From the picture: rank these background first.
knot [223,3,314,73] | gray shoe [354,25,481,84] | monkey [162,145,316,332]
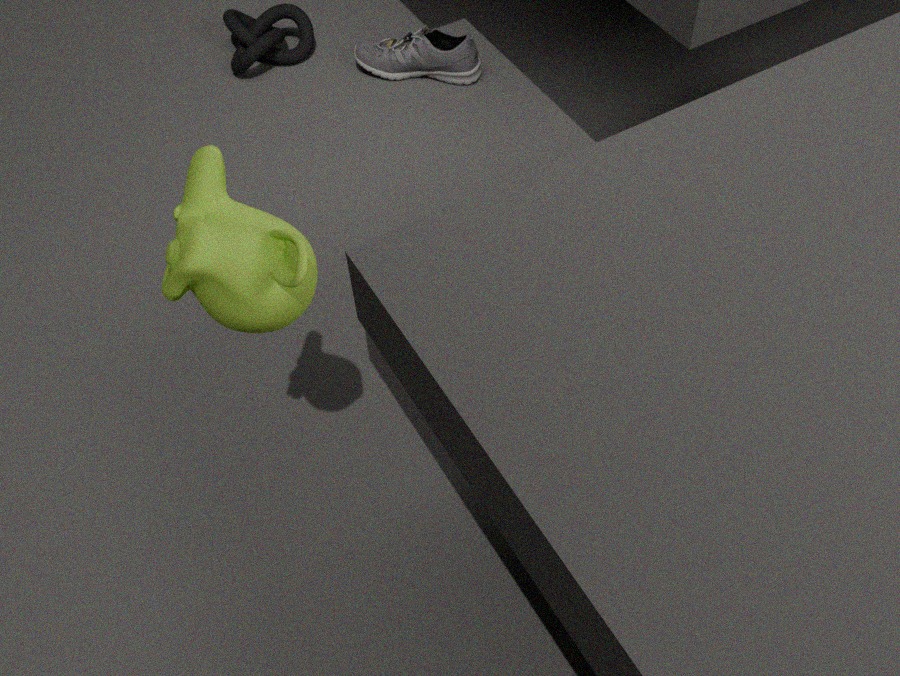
knot [223,3,314,73]
gray shoe [354,25,481,84]
monkey [162,145,316,332]
